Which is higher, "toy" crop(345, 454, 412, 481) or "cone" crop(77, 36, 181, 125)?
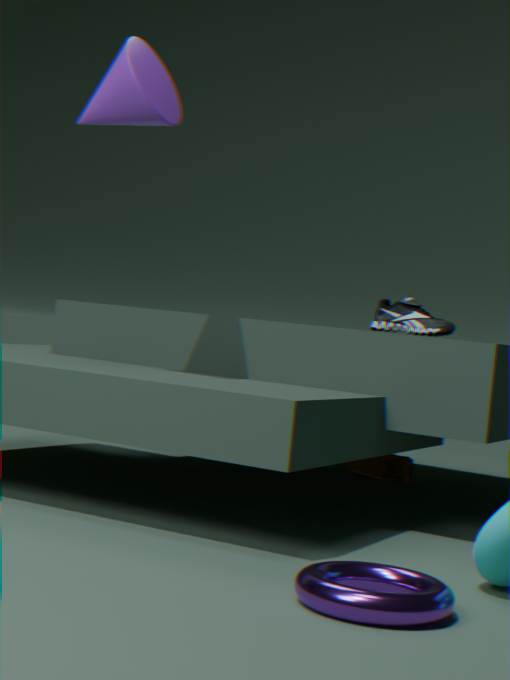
"cone" crop(77, 36, 181, 125)
